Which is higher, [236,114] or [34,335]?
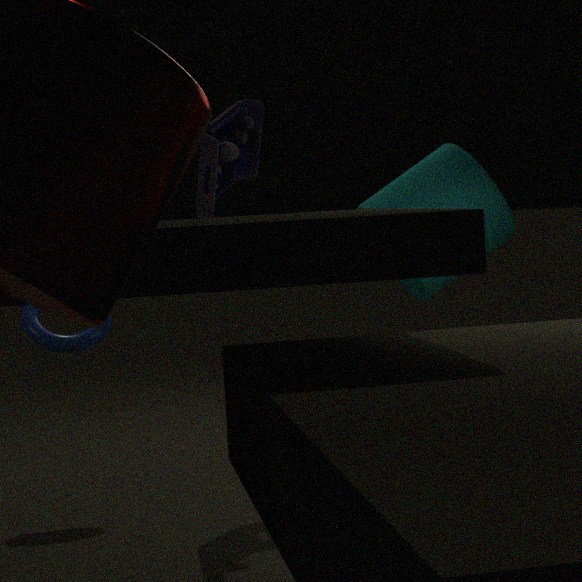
[236,114]
